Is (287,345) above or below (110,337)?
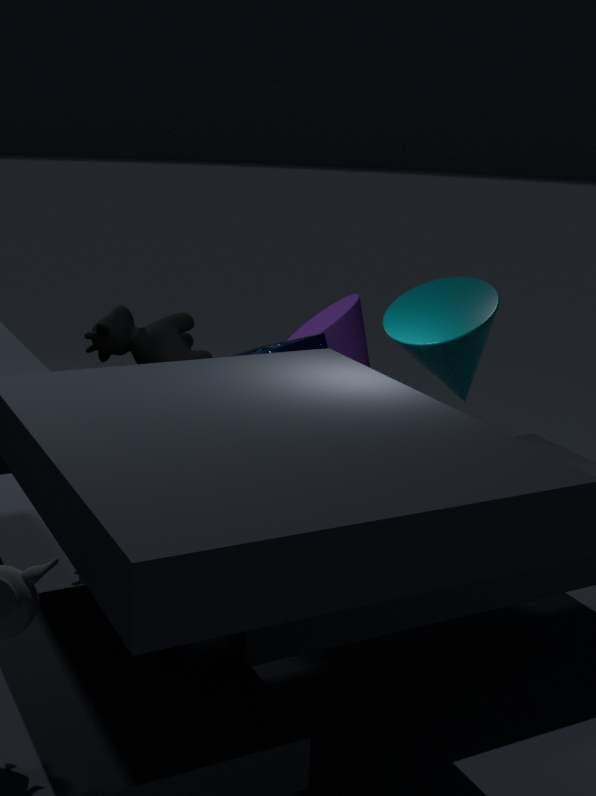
below
